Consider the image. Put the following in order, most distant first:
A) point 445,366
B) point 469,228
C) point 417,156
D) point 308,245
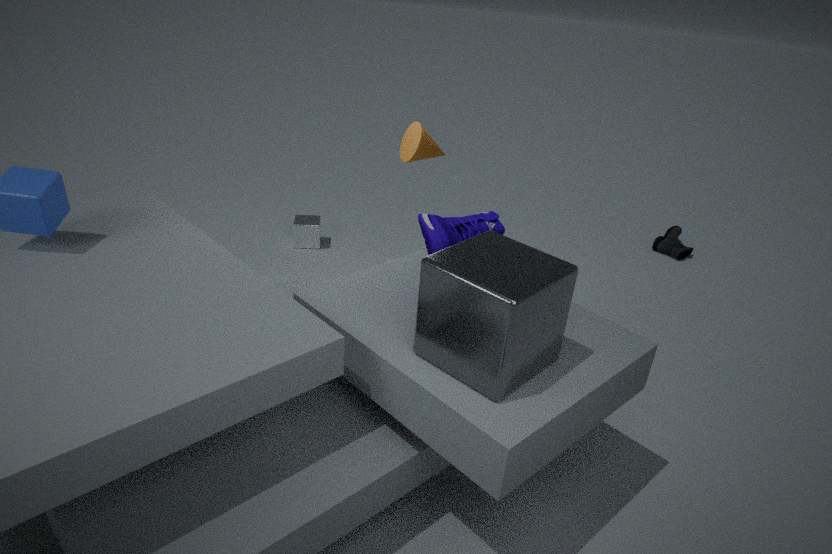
point 308,245 → point 417,156 → point 469,228 → point 445,366
